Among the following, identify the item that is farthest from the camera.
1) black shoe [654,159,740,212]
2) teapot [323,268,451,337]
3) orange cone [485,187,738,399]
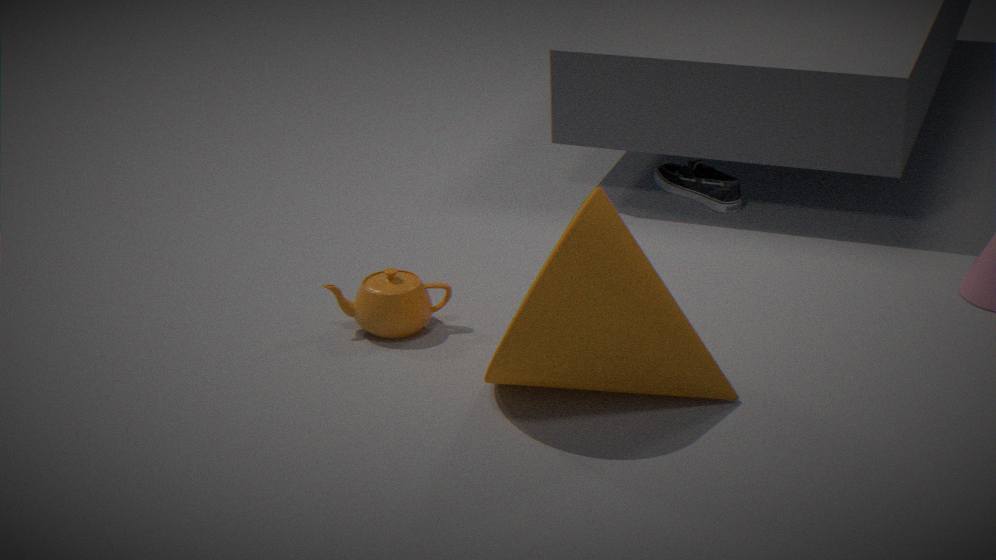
1. black shoe [654,159,740,212]
